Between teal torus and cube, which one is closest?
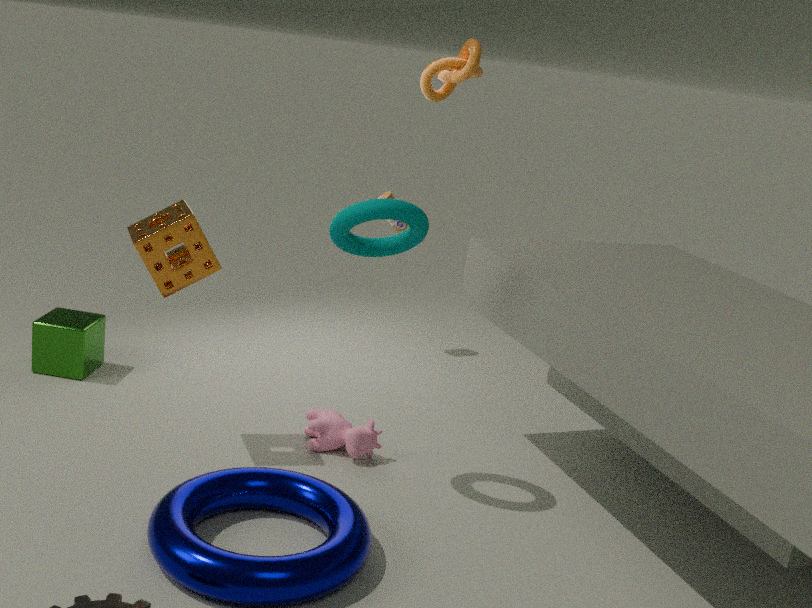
teal torus
